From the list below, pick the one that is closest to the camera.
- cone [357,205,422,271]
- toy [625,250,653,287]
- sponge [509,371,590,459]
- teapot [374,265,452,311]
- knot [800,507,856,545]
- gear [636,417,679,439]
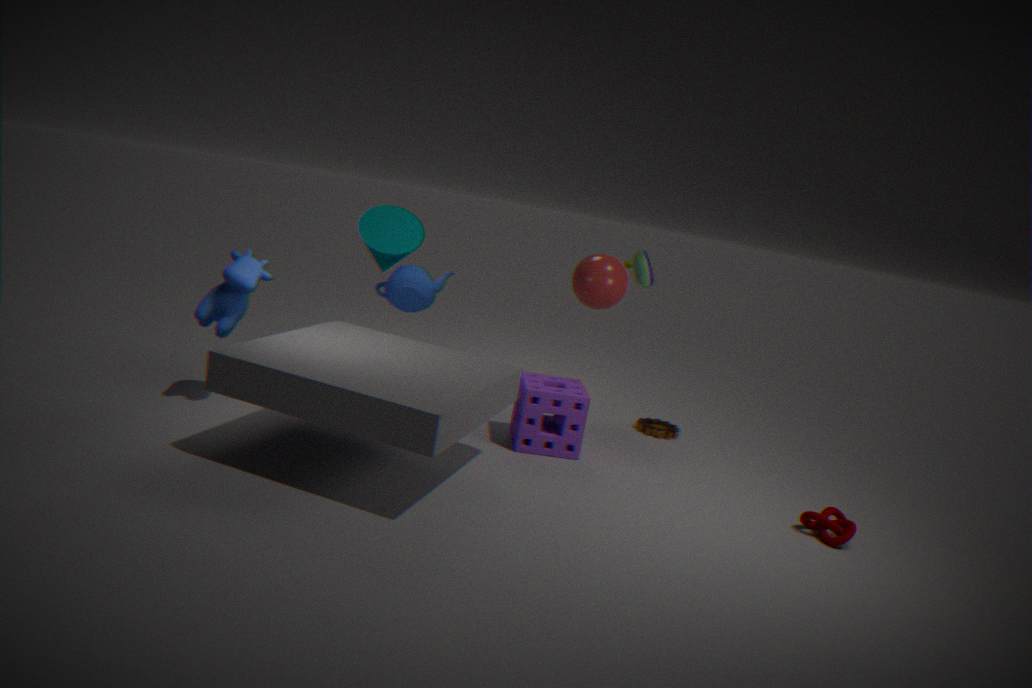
knot [800,507,856,545]
